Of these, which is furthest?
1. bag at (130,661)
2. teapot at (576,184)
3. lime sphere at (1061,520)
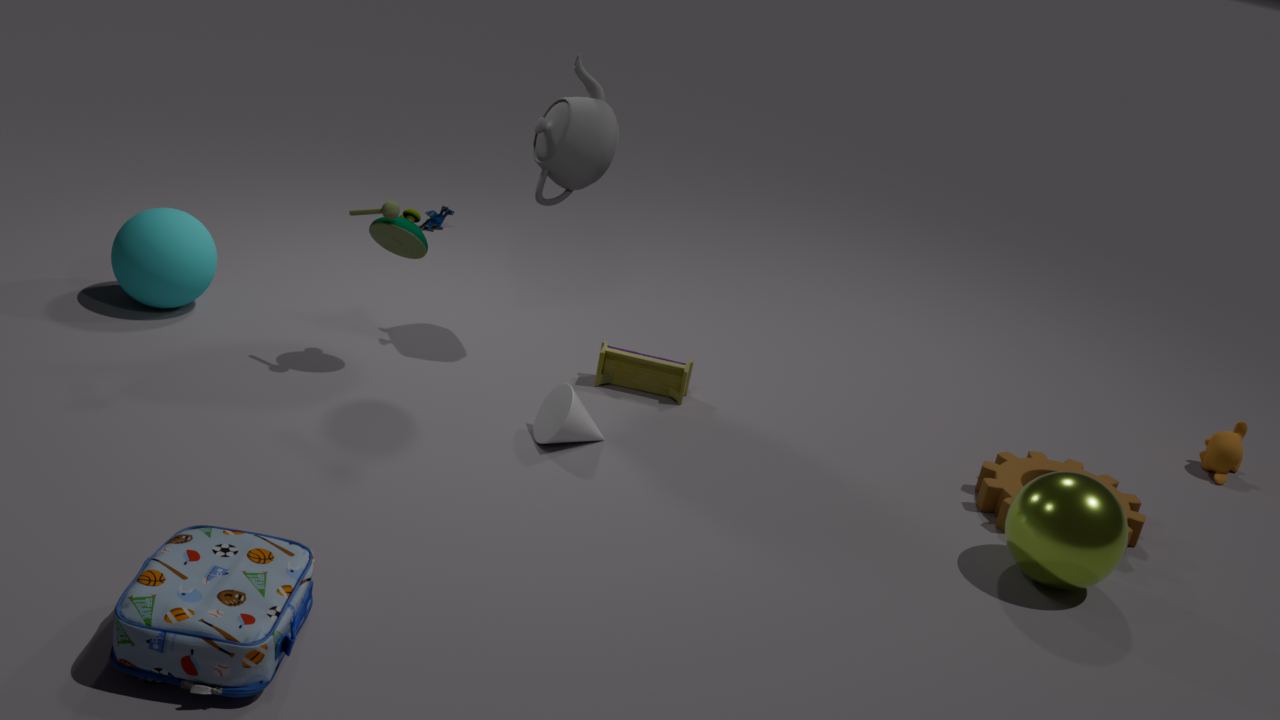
teapot at (576,184)
